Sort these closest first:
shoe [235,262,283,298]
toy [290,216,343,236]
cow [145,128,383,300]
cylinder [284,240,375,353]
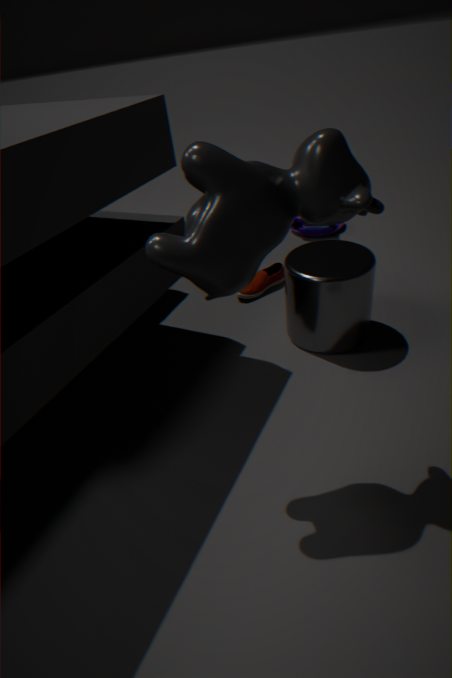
cow [145,128,383,300], cylinder [284,240,375,353], shoe [235,262,283,298], toy [290,216,343,236]
